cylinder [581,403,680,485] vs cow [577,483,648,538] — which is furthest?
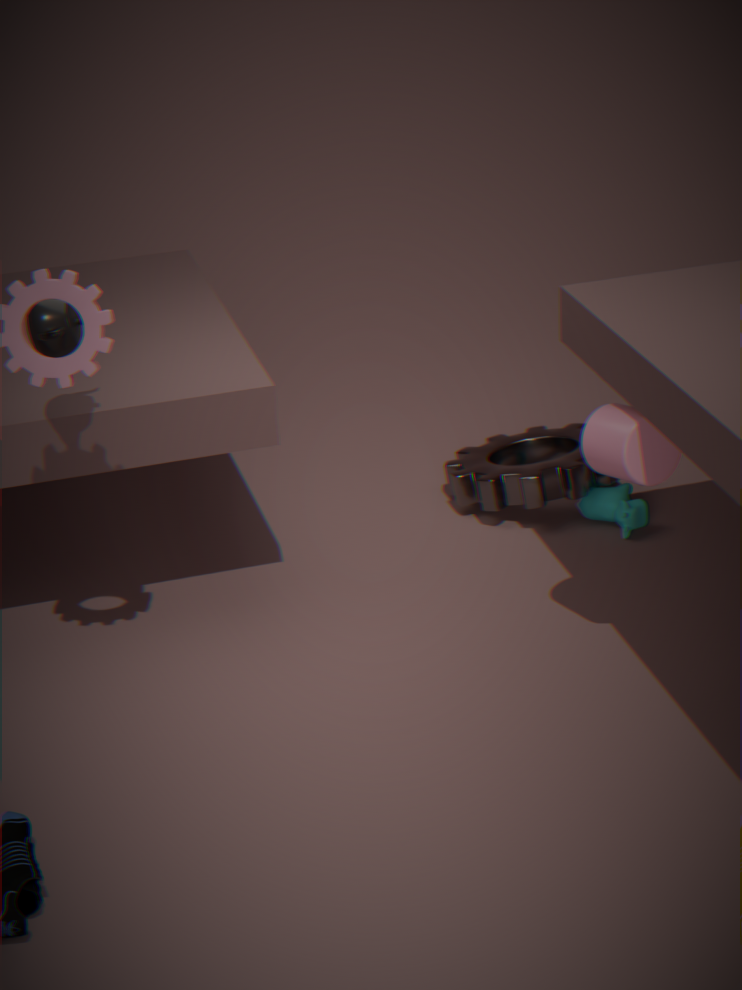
cow [577,483,648,538]
